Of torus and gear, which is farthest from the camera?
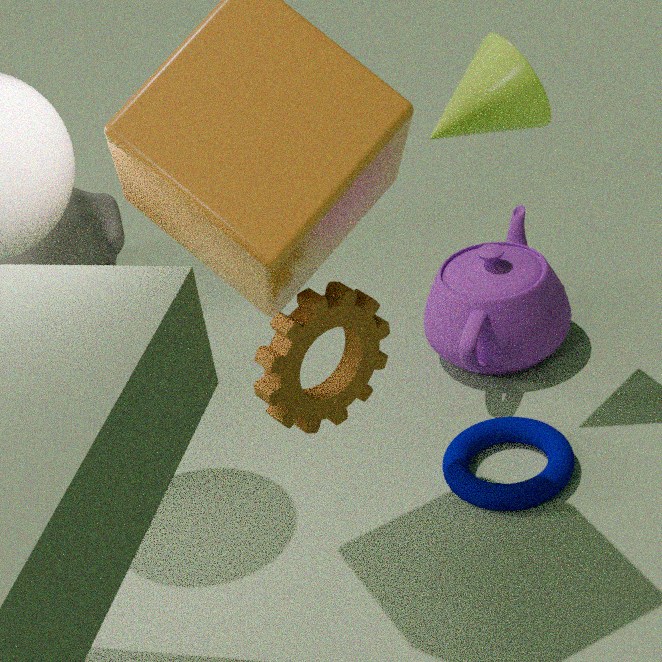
torus
